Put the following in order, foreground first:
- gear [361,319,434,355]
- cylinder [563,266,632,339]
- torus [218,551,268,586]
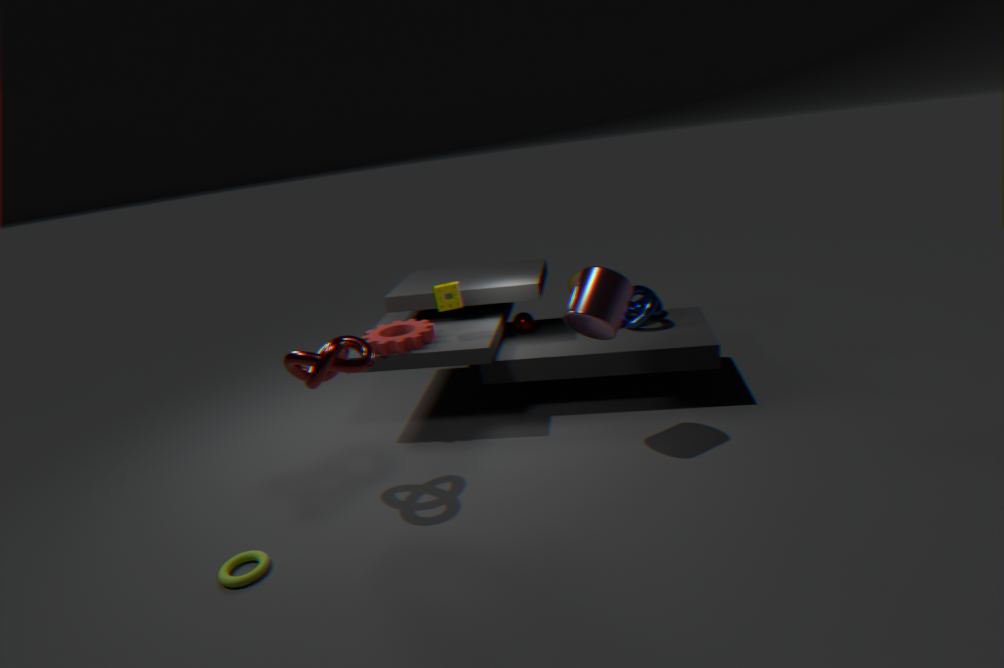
torus [218,551,268,586]
cylinder [563,266,632,339]
gear [361,319,434,355]
